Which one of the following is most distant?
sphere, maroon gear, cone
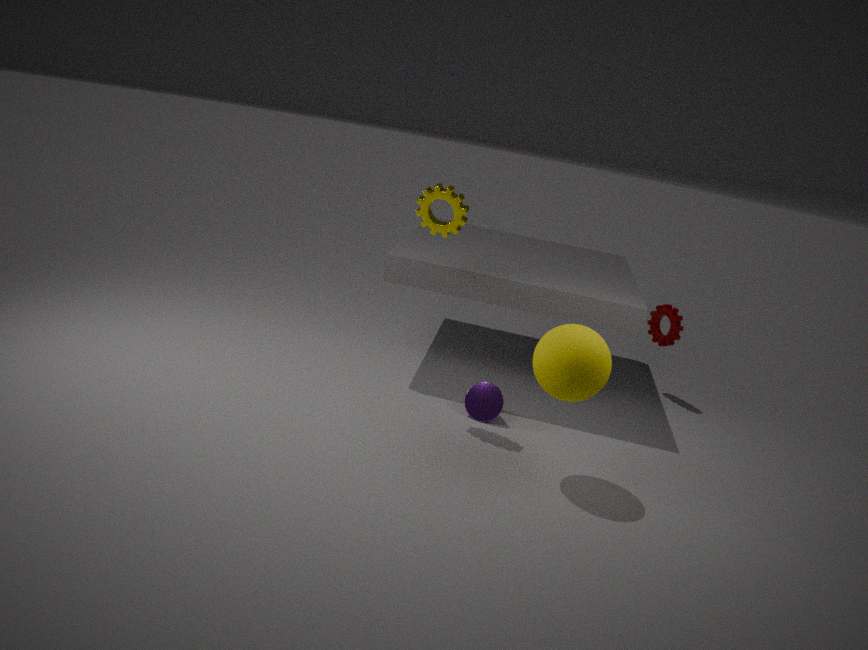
maroon gear
